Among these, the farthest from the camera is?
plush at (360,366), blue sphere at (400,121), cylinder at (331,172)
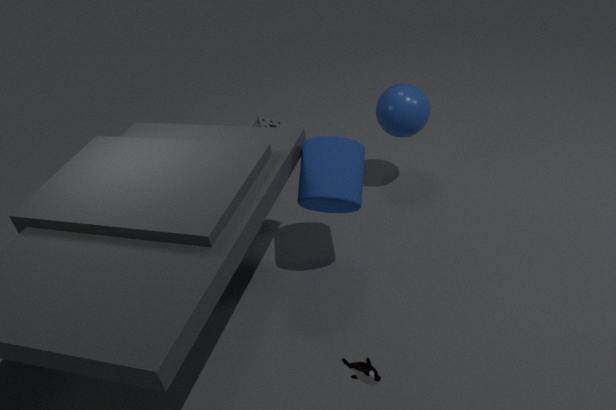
blue sphere at (400,121)
